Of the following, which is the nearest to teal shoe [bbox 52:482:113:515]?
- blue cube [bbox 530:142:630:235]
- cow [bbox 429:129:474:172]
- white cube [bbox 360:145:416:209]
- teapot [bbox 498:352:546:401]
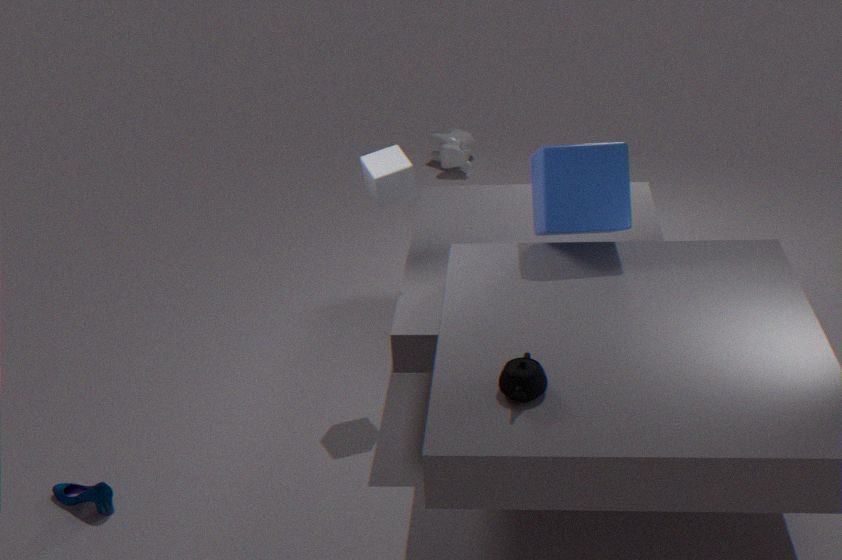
white cube [bbox 360:145:416:209]
